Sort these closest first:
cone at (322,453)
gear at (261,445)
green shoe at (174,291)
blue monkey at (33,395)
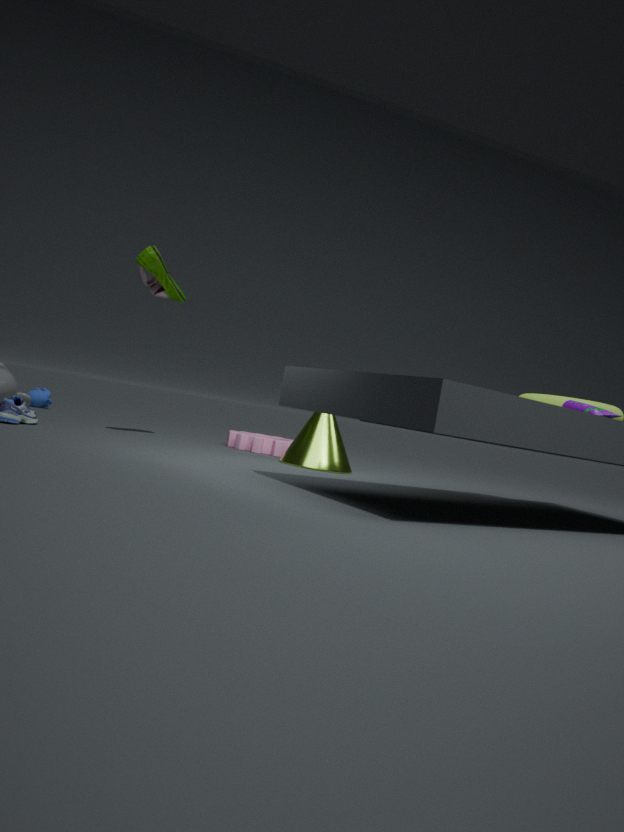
1. green shoe at (174,291)
2. cone at (322,453)
3. gear at (261,445)
4. blue monkey at (33,395)
